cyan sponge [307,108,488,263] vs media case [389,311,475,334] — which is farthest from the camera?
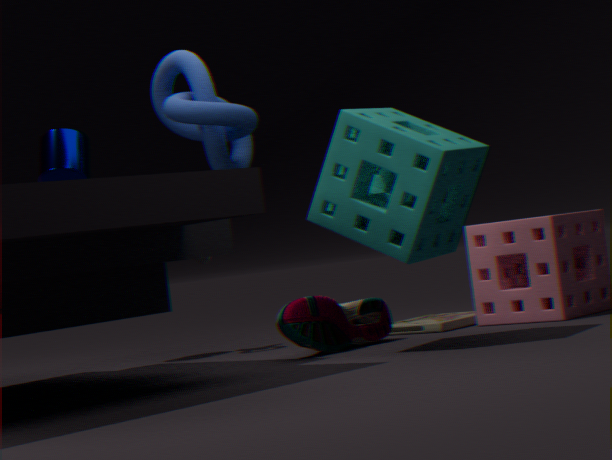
media case [389,311,475,334]
